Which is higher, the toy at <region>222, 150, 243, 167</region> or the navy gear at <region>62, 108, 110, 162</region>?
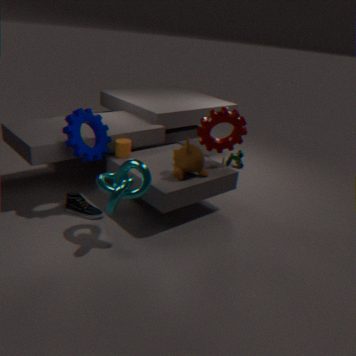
the navy gear at <region>62, 108, 110, 162</region>
